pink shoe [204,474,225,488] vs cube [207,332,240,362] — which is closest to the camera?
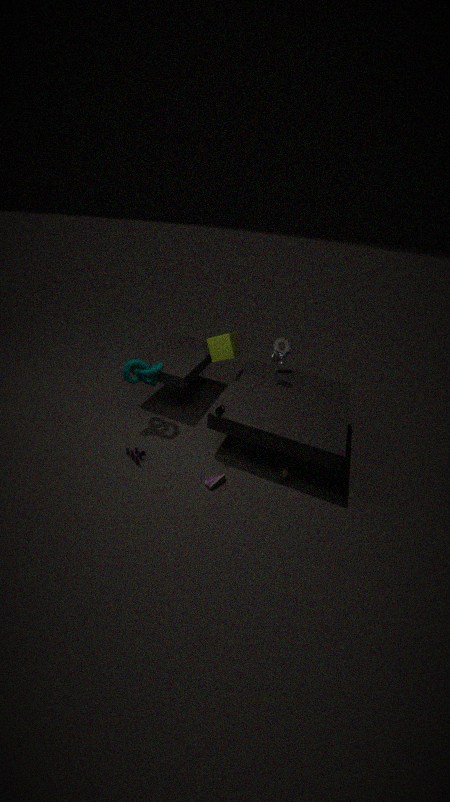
pink shoe [204,474,225,488]
